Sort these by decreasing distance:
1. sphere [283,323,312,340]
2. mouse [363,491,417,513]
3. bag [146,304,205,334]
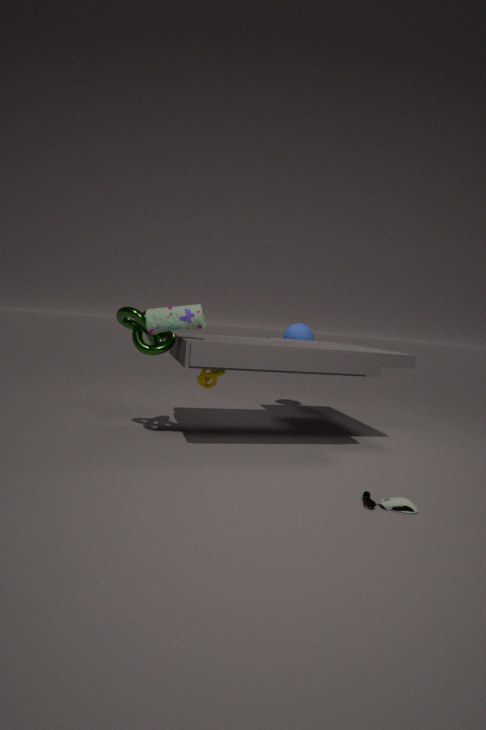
1. sphere [283,323,312,340]
2. bag [146,304,205,334]
3. mouse [363,491,417,513]
